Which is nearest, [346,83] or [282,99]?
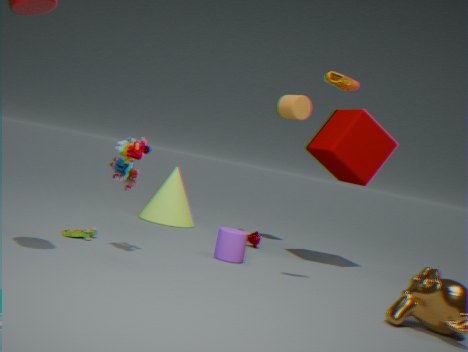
[346,83]
